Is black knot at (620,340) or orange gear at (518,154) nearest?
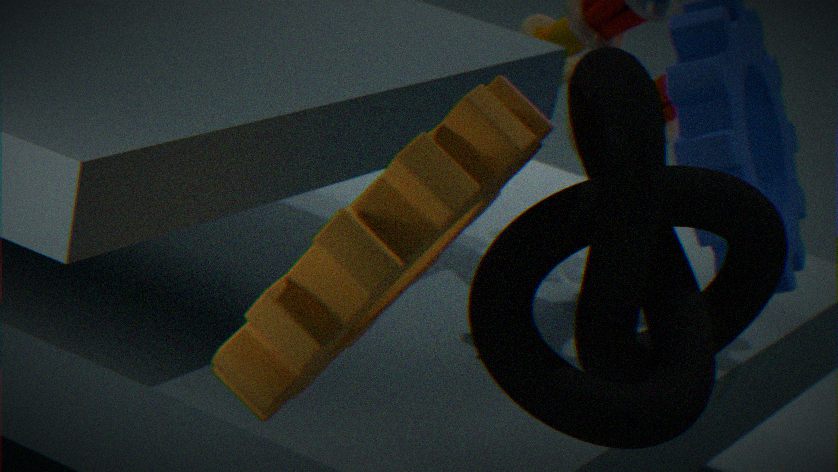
orange gear at (518,154)
